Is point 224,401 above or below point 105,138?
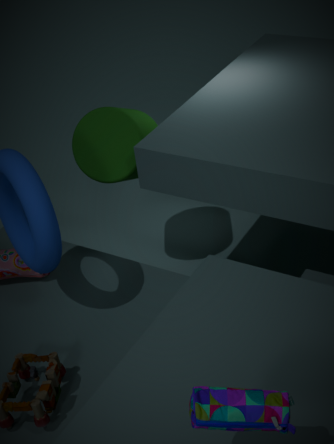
above
